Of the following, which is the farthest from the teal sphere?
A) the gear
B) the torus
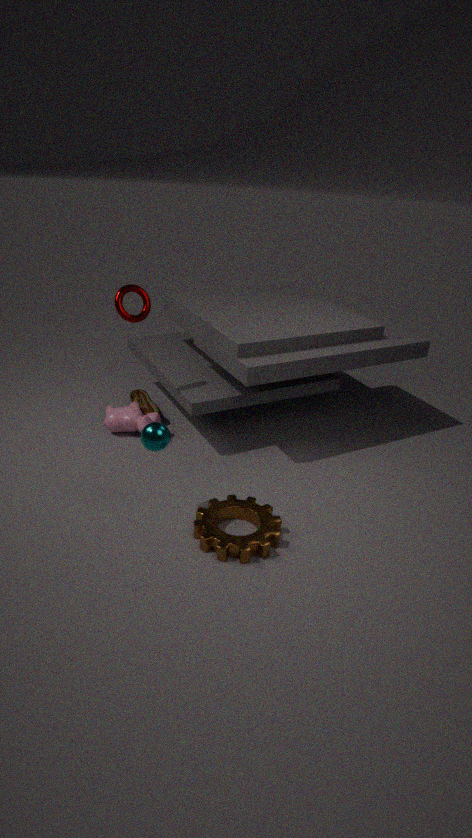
the torus
